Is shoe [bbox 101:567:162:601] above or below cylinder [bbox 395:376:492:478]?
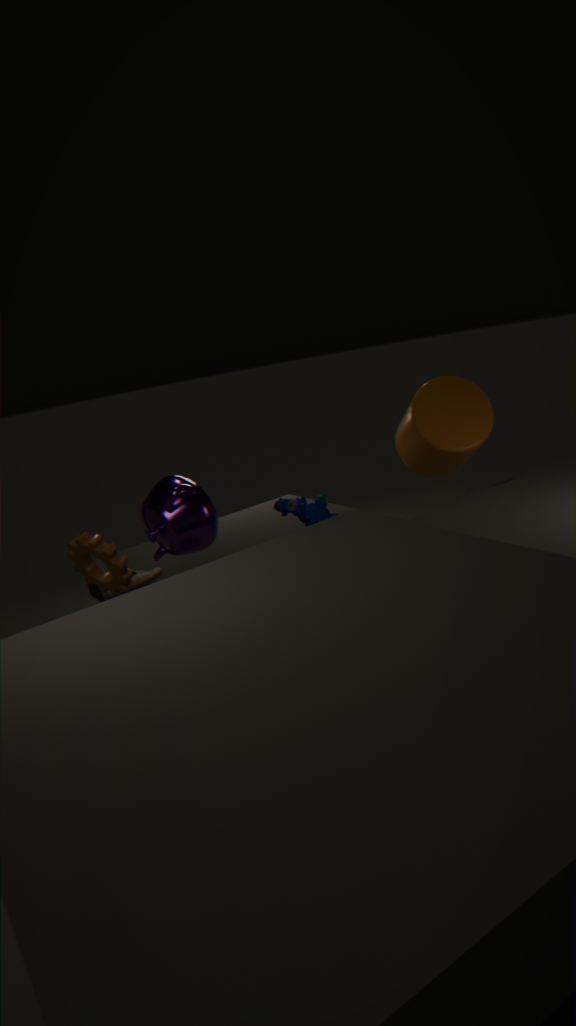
below
